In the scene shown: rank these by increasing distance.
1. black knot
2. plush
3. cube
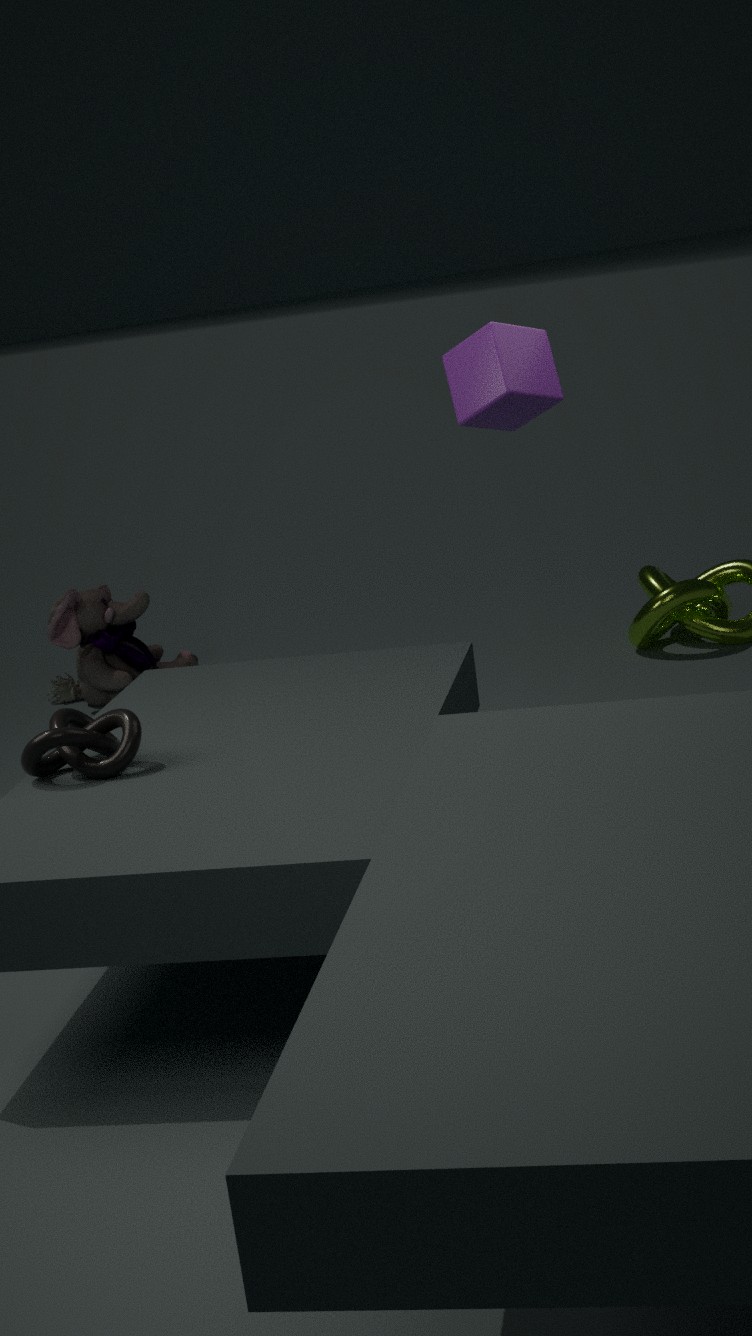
black knot, cube, plush
